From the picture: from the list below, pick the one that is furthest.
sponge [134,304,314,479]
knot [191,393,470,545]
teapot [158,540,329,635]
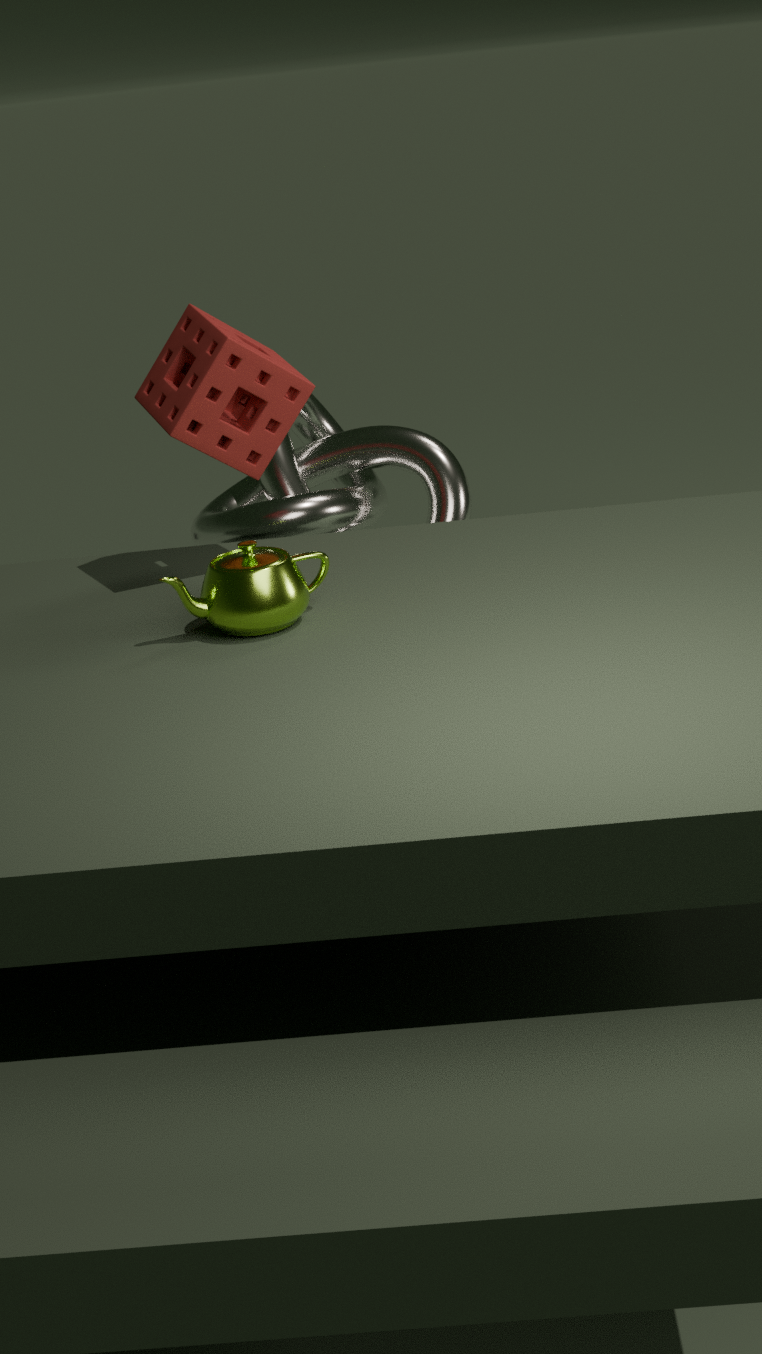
knot [191,393,470,545]
